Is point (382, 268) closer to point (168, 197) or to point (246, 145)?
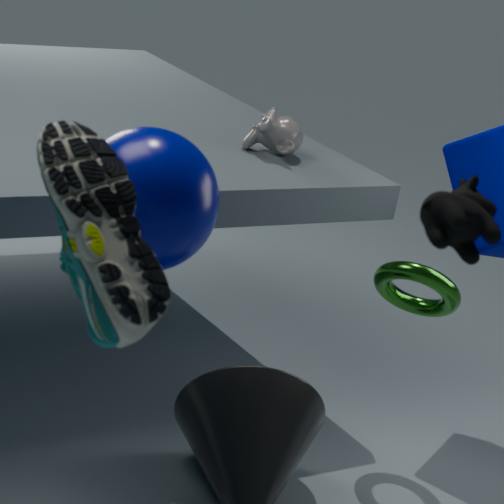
point (246, 145)
